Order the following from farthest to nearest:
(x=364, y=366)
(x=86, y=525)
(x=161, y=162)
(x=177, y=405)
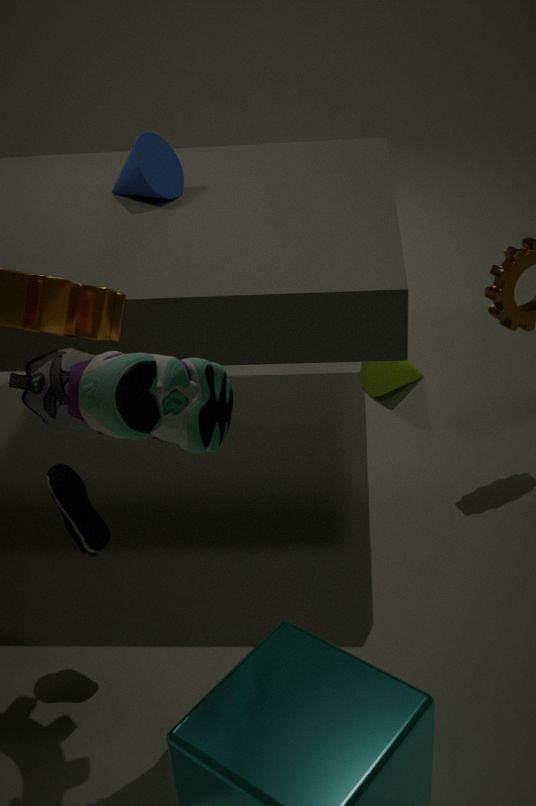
(x=364, y=366) → (x=161, y=162) → (x=86, y=525) → (x=177, y=405)
